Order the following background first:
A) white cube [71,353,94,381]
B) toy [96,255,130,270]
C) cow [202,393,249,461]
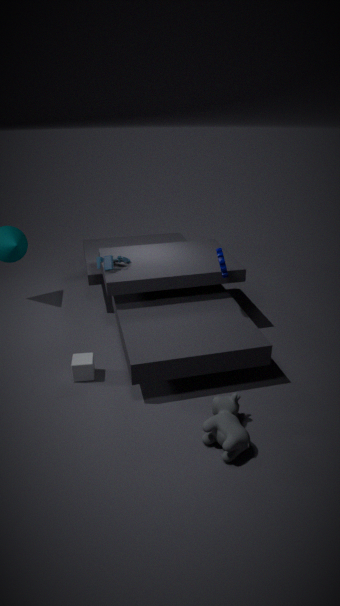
toy [96,255,130,270]
white cube [71,353,94,381]
cow [202,393,249,461]
